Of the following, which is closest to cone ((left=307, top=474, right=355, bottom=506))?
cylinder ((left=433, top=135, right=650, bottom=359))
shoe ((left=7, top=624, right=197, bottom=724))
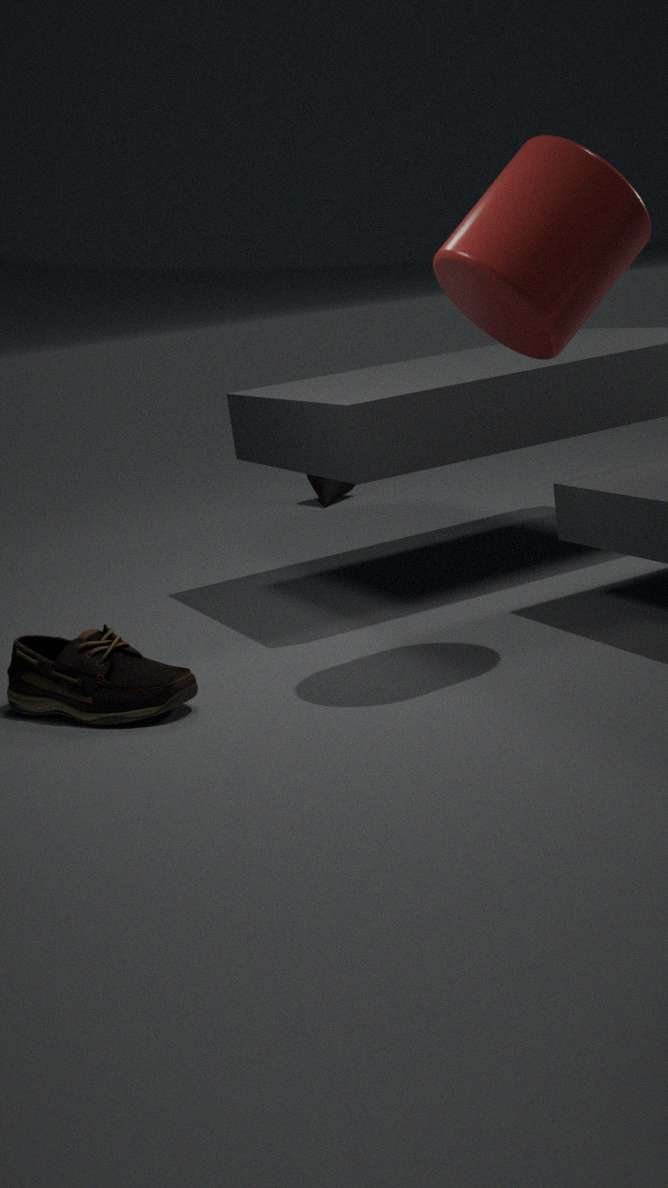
shoe ((left=7, top=624, right=197, bottom=724))
